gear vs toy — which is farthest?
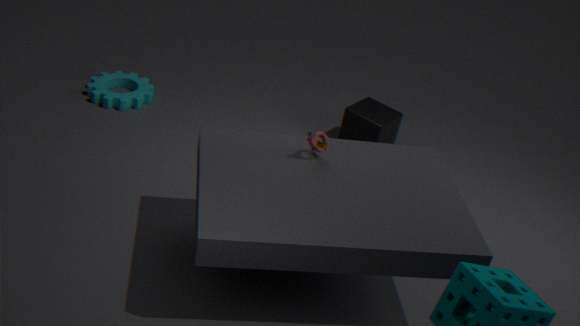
gear
